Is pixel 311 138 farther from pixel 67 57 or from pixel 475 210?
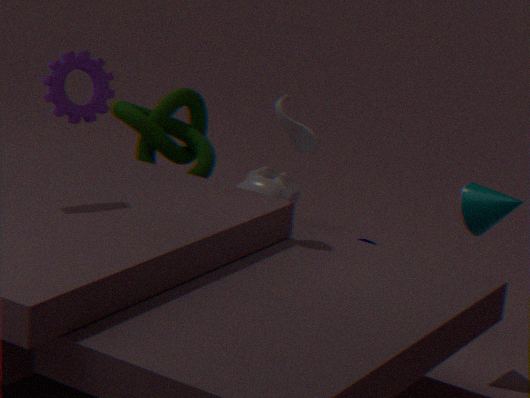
pixel 67 57
